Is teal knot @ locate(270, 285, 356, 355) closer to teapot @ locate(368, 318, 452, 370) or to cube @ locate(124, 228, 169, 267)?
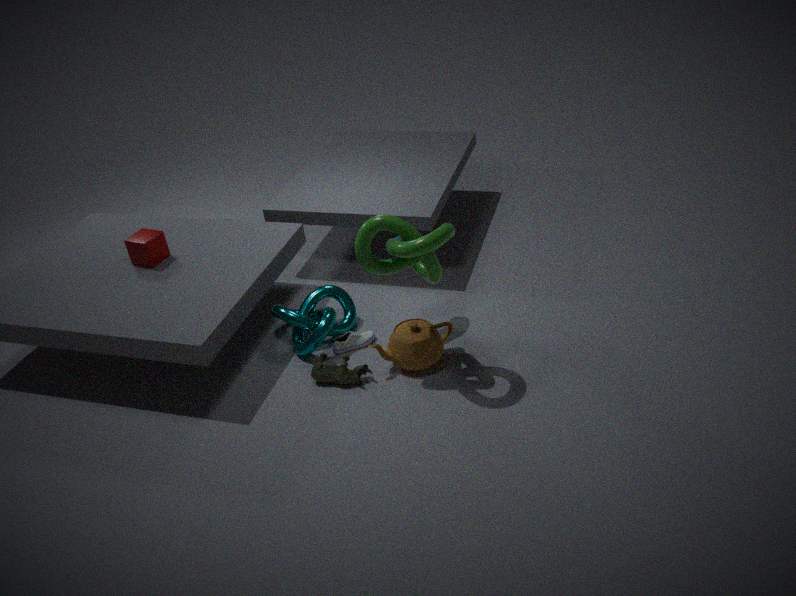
teapot @ locate(368, 318, 452, 370)
